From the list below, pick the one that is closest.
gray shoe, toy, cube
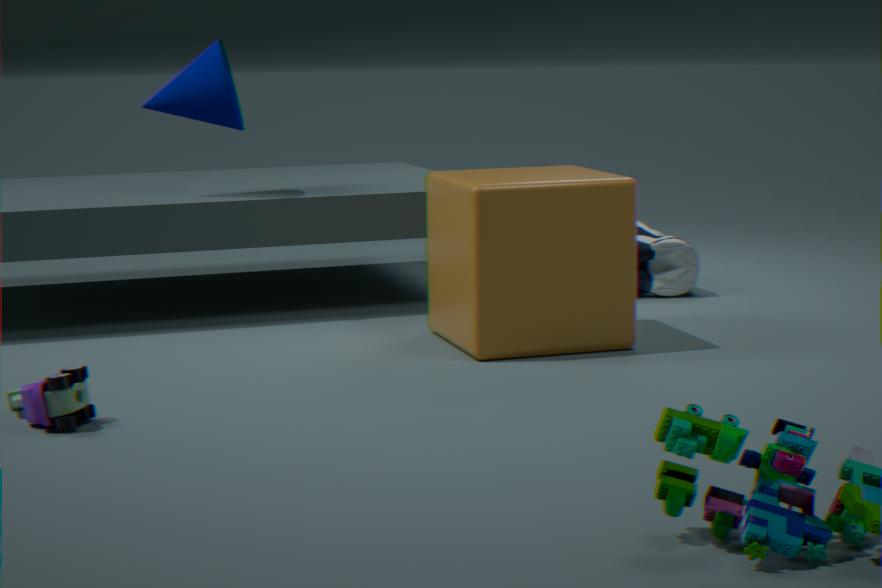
toy
